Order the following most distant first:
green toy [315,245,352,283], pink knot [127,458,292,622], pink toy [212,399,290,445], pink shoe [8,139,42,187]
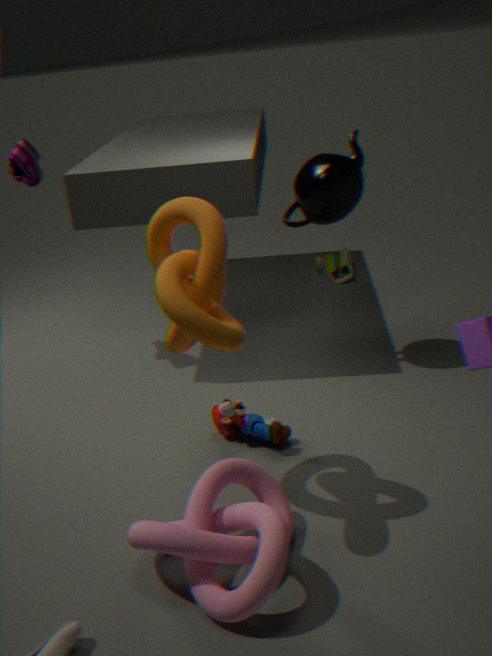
green toy [315,245,352,283] < pink shoe [8,139,42,187] < pink toy [212,399,290,445] < pink knot [127,458,292,622]
